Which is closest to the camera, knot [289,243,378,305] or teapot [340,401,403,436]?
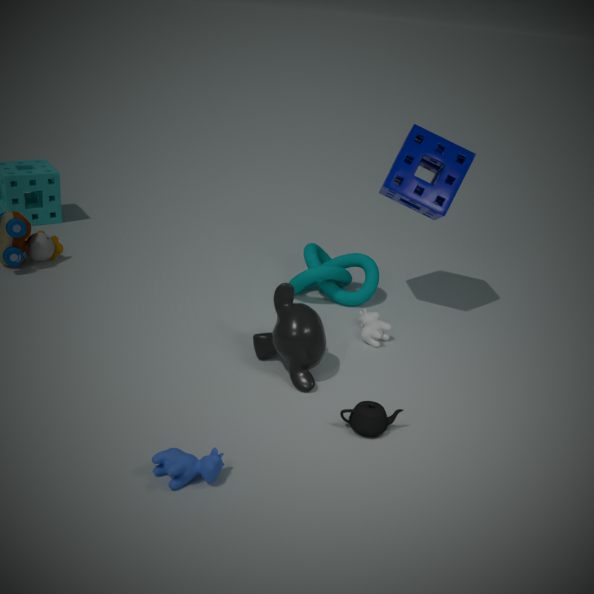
teapot [340,401,403,436]
